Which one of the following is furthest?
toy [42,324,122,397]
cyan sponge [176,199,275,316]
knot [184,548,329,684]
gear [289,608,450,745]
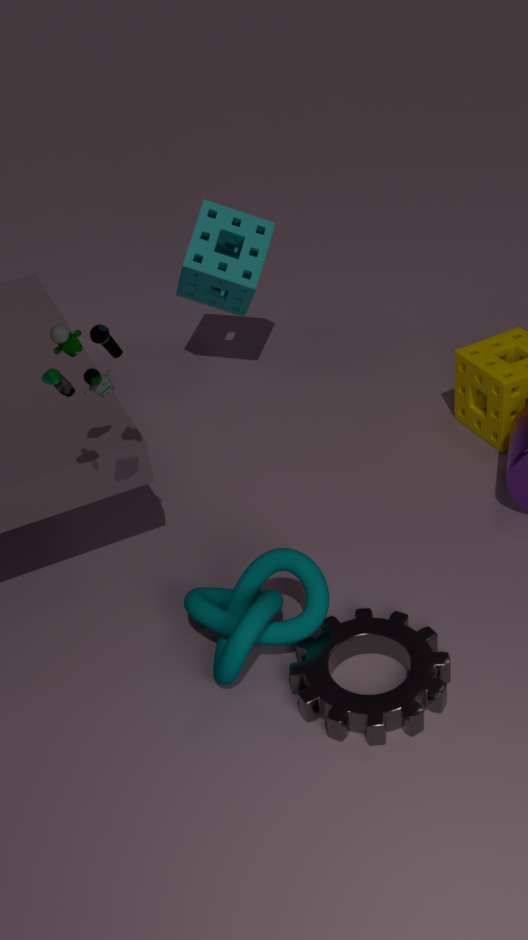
cyan sponge [176,199,275,316]
